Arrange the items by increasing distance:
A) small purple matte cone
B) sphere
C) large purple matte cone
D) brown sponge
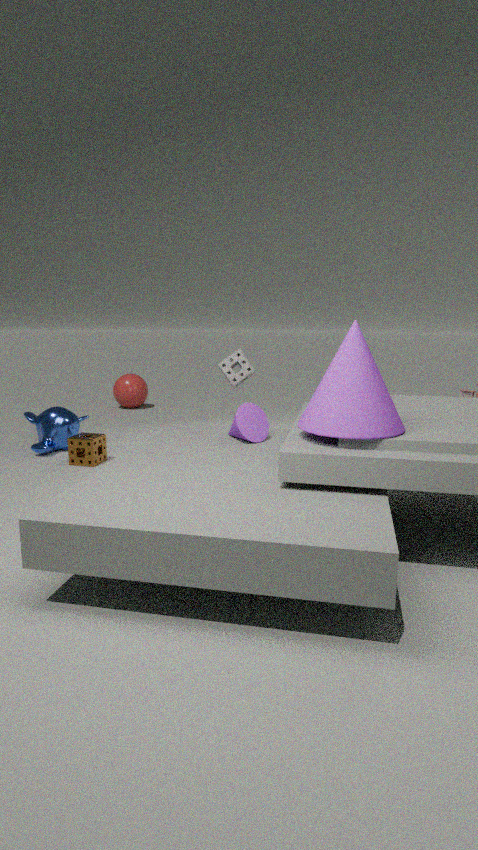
1. large purple matte cone
2. small purple matte cone
3. brown sponge
4. sphere
